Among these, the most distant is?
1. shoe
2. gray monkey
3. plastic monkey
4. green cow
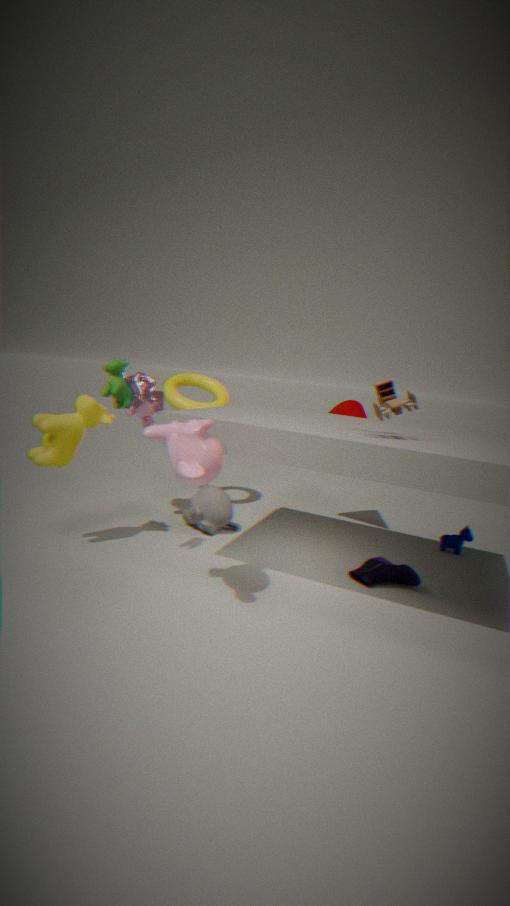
gray monkey
